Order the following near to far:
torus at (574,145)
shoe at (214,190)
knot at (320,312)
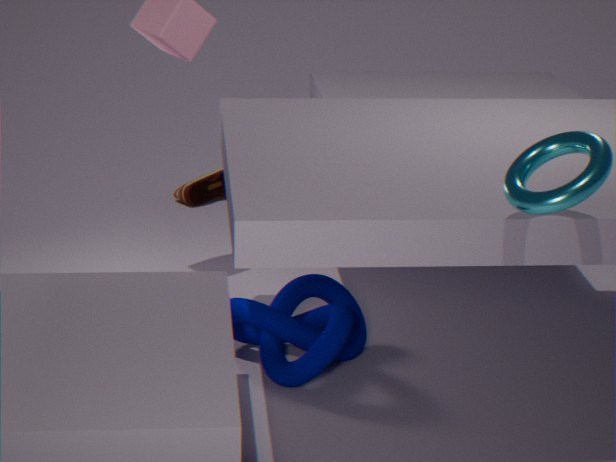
torus at (574,145) < knot at (320,312) < shoe at (214,190)
